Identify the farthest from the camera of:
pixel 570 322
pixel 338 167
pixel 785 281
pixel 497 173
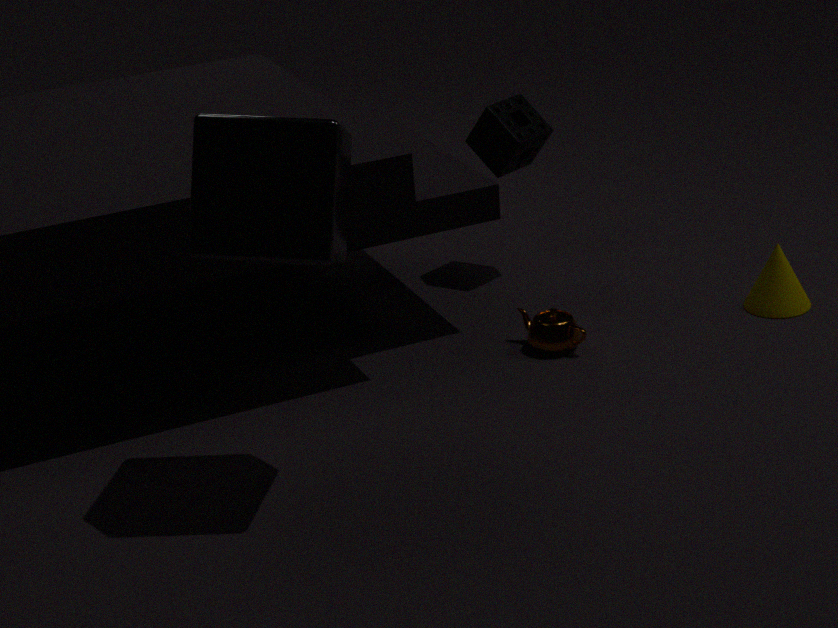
pixel 497 173
